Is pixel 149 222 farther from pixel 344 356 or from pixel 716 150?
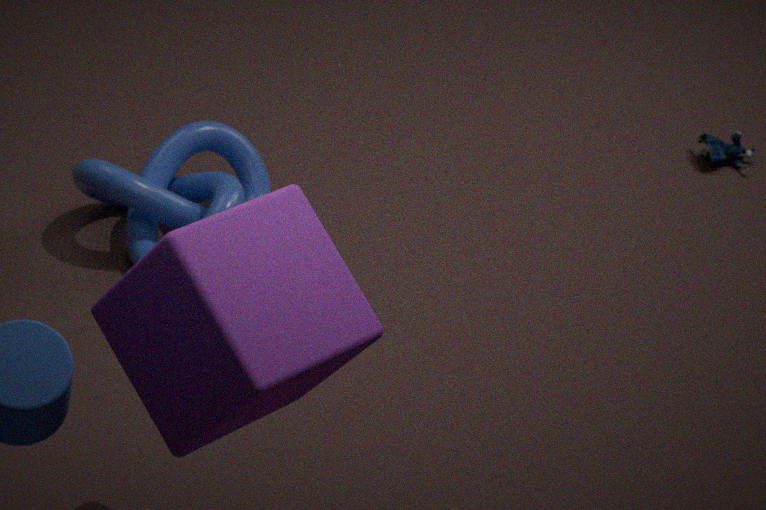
pixel 716 150
